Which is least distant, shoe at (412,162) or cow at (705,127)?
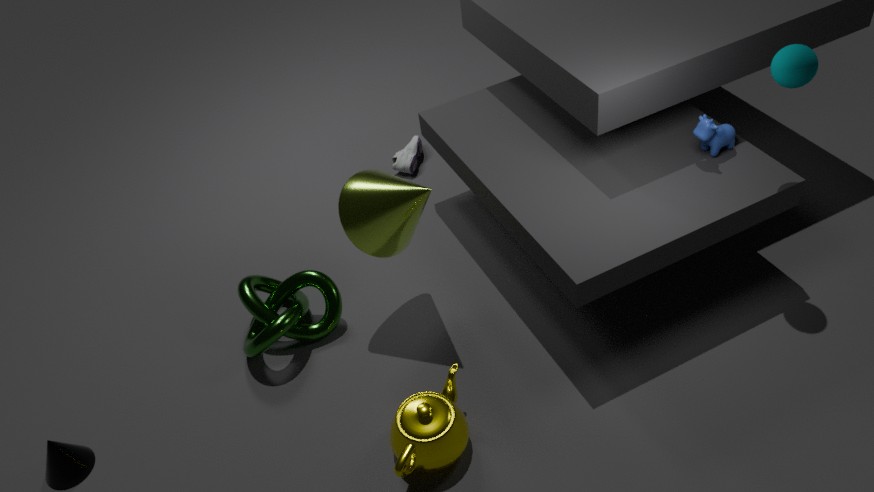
cow at (705,127)
